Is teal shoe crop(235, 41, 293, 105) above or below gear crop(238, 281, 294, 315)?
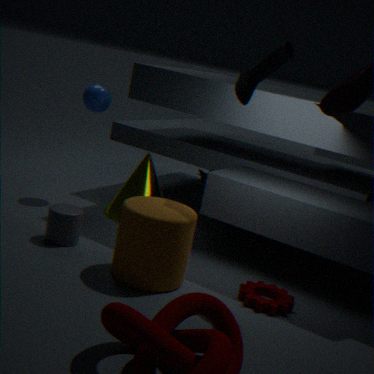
above
